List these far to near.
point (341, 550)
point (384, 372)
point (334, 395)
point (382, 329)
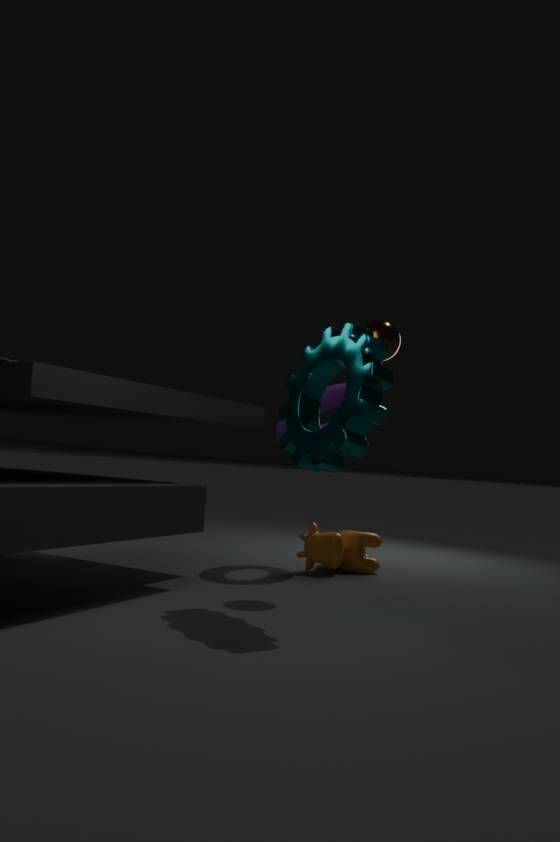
point (341, 550) → point (334, 395) → point (382, 329) → point (384, 372)
